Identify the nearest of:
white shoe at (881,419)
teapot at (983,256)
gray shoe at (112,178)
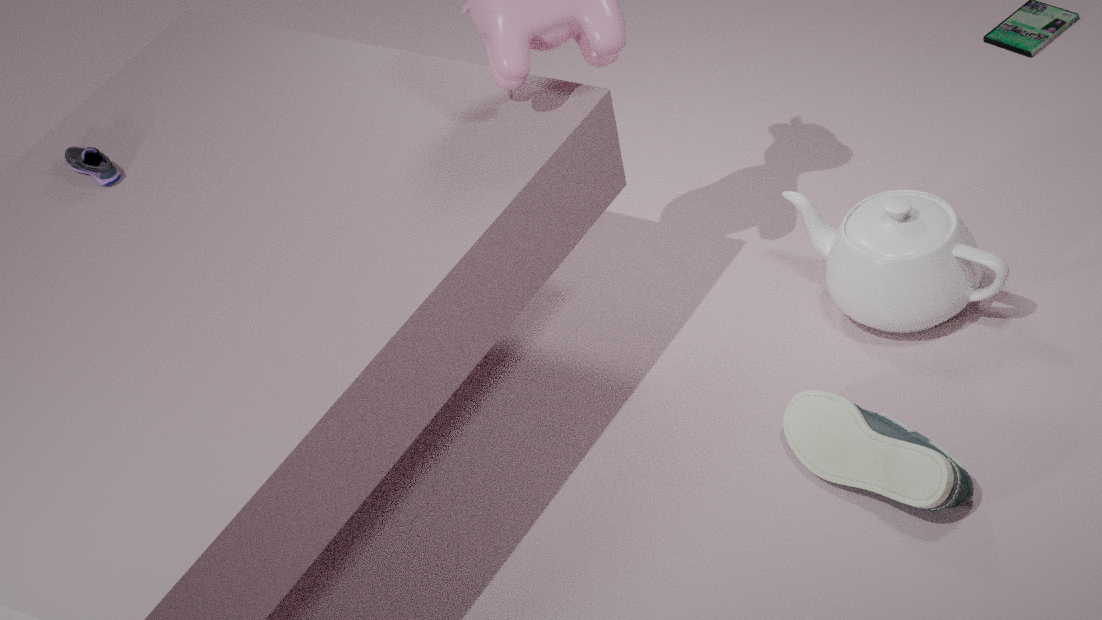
white shoe at (881,419)
